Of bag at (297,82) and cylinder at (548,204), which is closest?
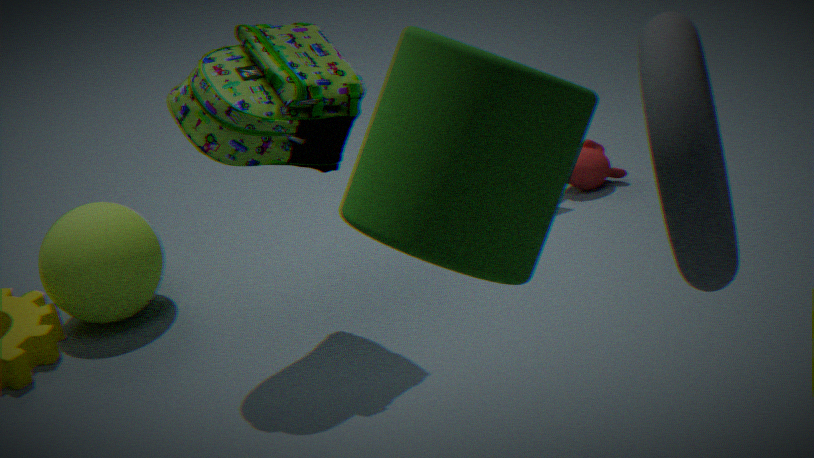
cylinder at (548,204)
